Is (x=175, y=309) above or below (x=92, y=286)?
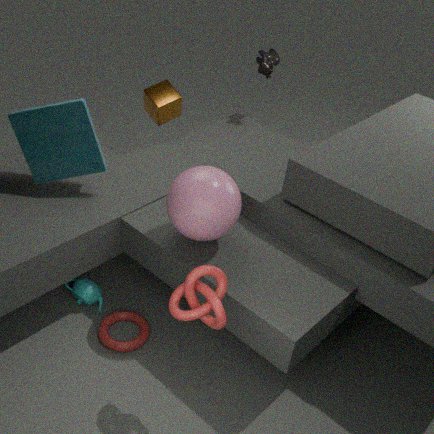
above
